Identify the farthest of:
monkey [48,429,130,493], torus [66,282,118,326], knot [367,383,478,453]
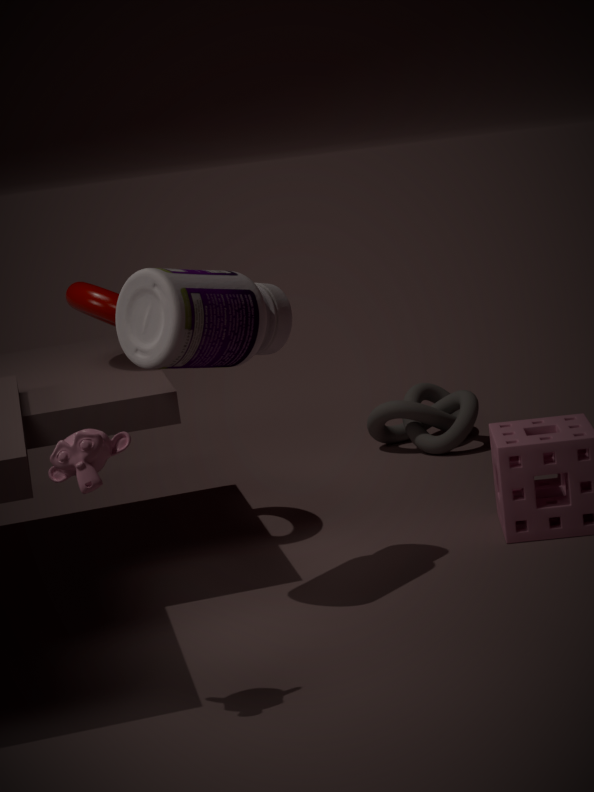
knot [367,383,478,453]
